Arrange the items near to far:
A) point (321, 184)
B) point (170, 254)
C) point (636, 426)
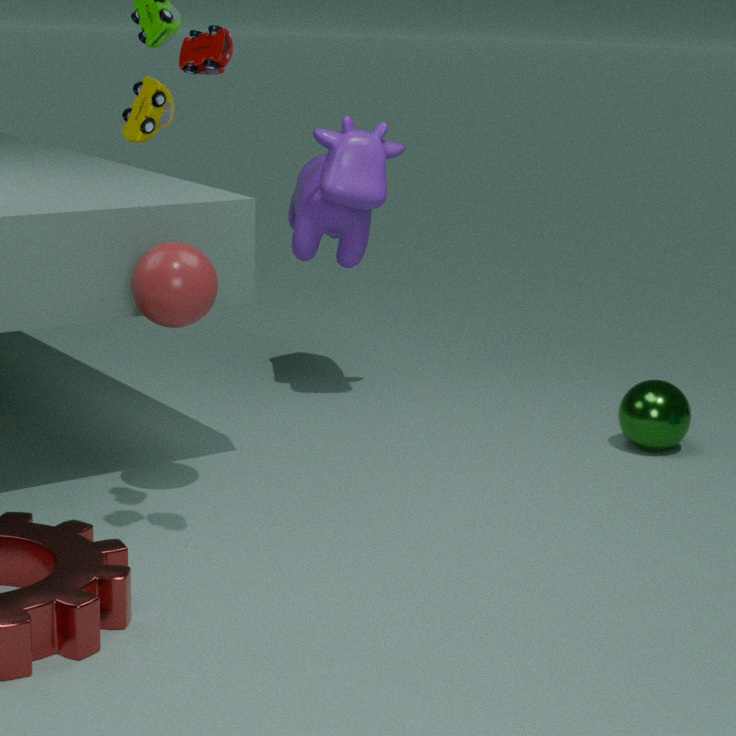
1. point (170, 254)
2. point (636, 426)
3. point (321, 184)
